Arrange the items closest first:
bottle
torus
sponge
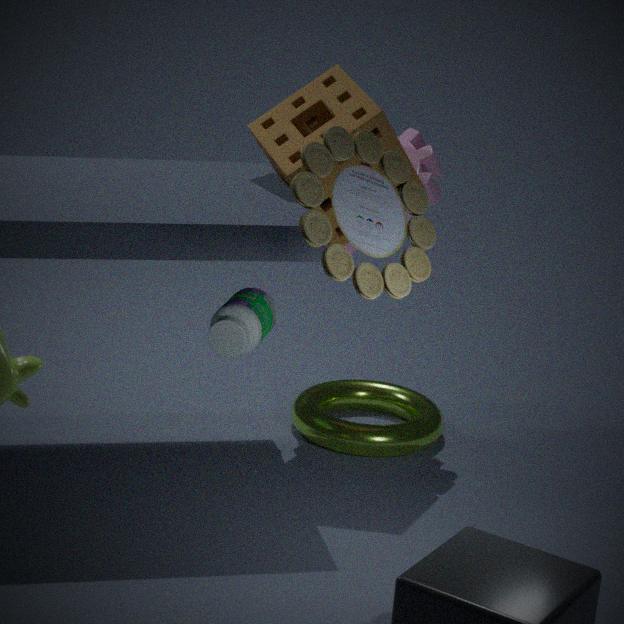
sponge < bottle < torus
